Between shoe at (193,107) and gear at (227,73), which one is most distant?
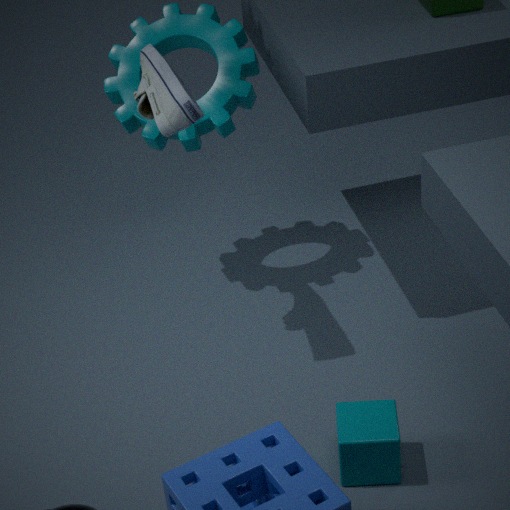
gear at (227,73)
